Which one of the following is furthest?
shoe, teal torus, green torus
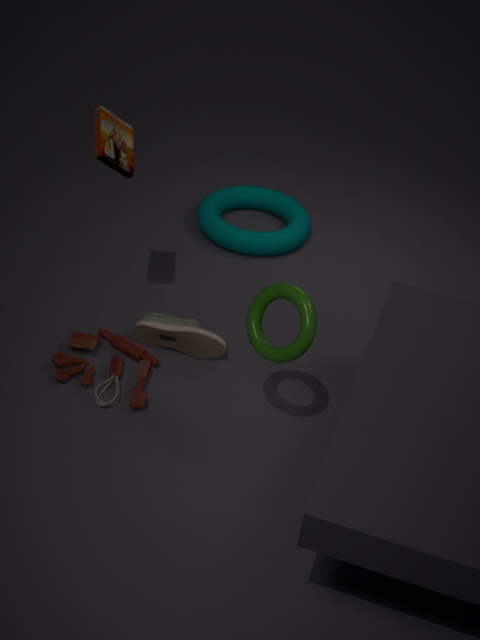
teal torus
